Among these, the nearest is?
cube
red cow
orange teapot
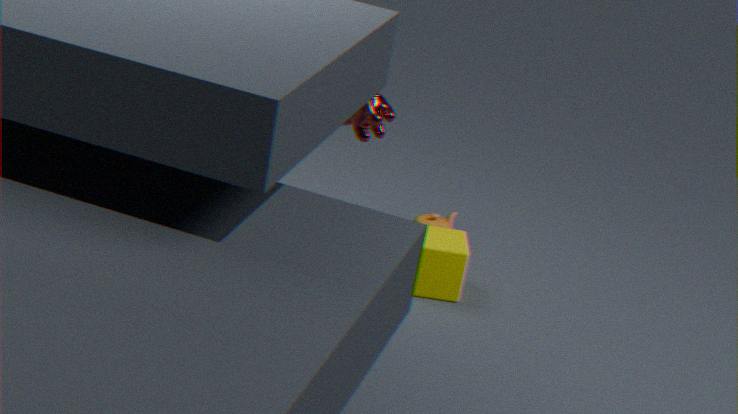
cube
